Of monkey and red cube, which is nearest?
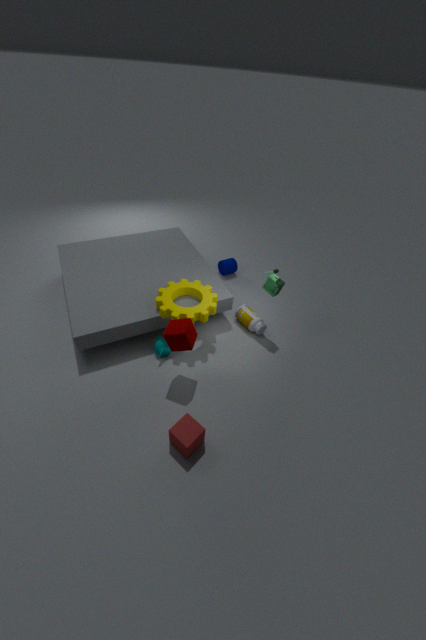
red cube
